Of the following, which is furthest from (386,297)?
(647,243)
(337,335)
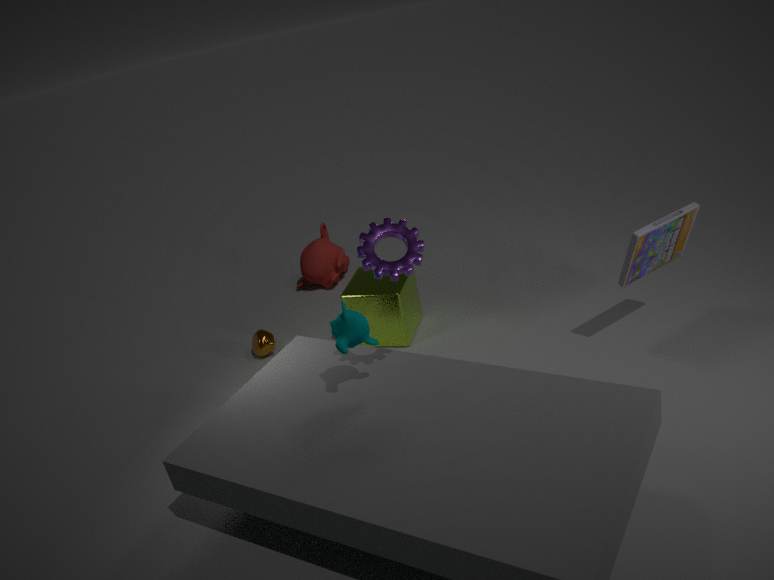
(647,243)
